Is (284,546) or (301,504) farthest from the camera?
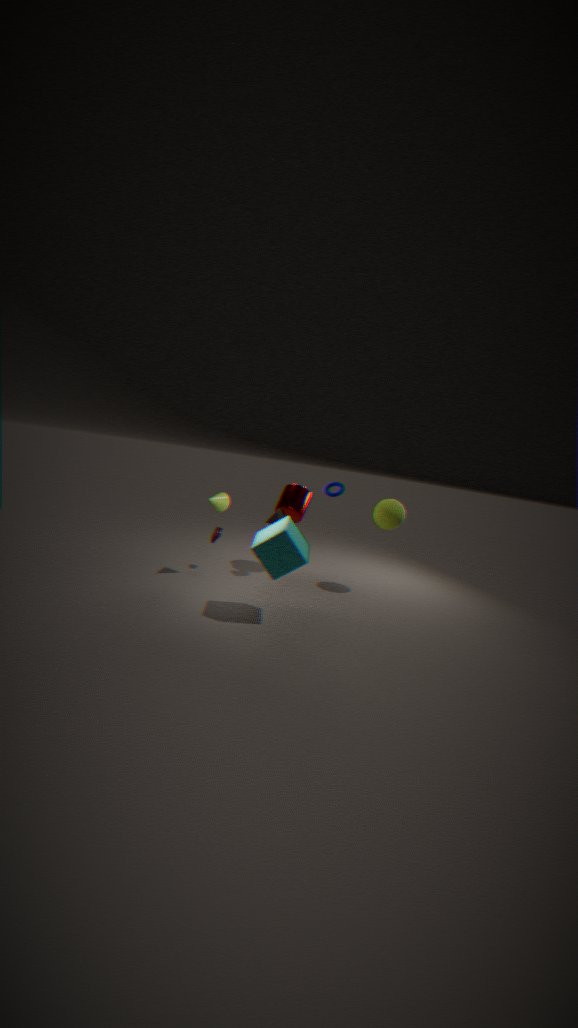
(301,504)
